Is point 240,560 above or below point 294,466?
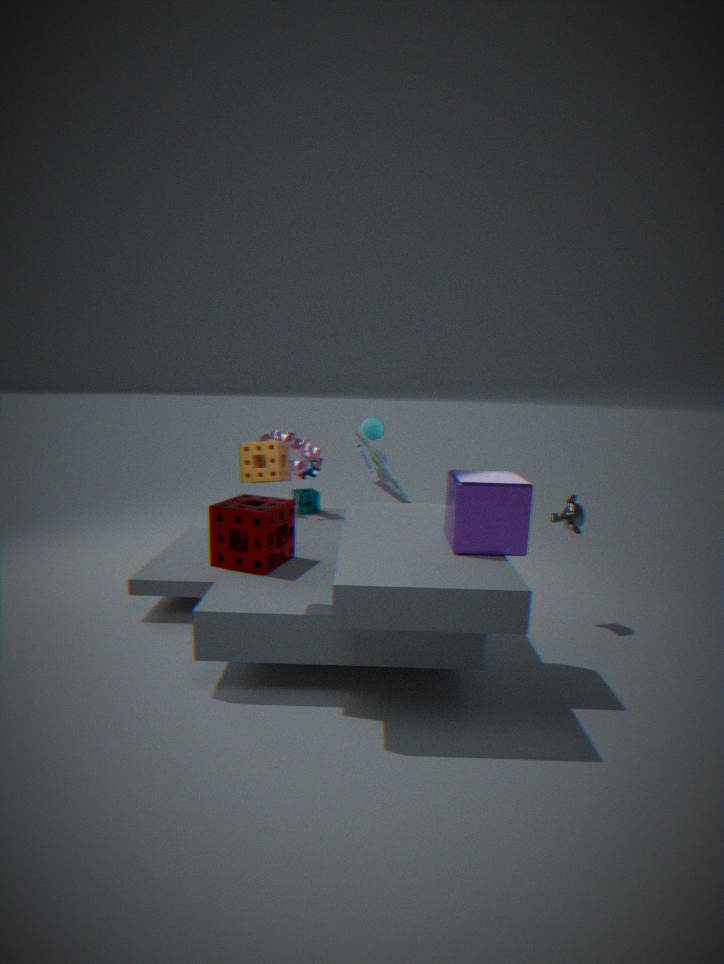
below
